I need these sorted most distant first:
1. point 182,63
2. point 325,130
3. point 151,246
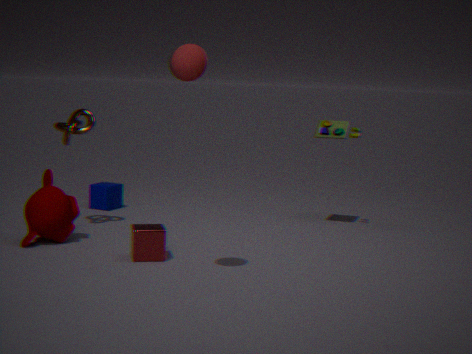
1. point 325,130
2. point 151,246
3. point 182,63
